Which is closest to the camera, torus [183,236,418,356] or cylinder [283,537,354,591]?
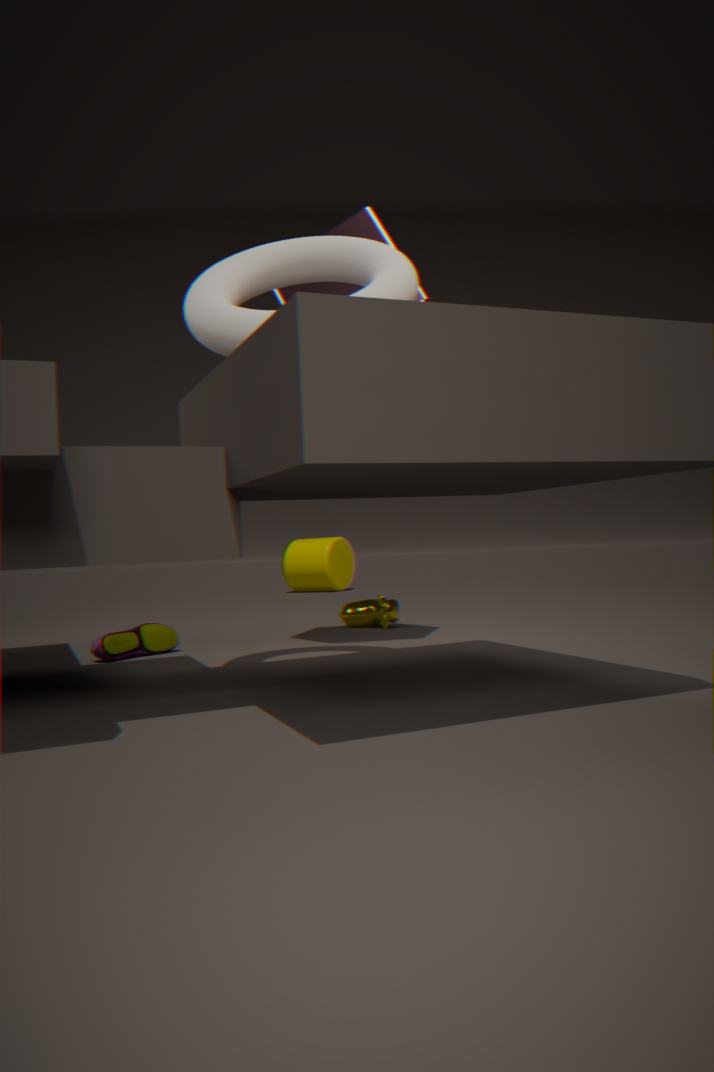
torus [183,236,418,356]
